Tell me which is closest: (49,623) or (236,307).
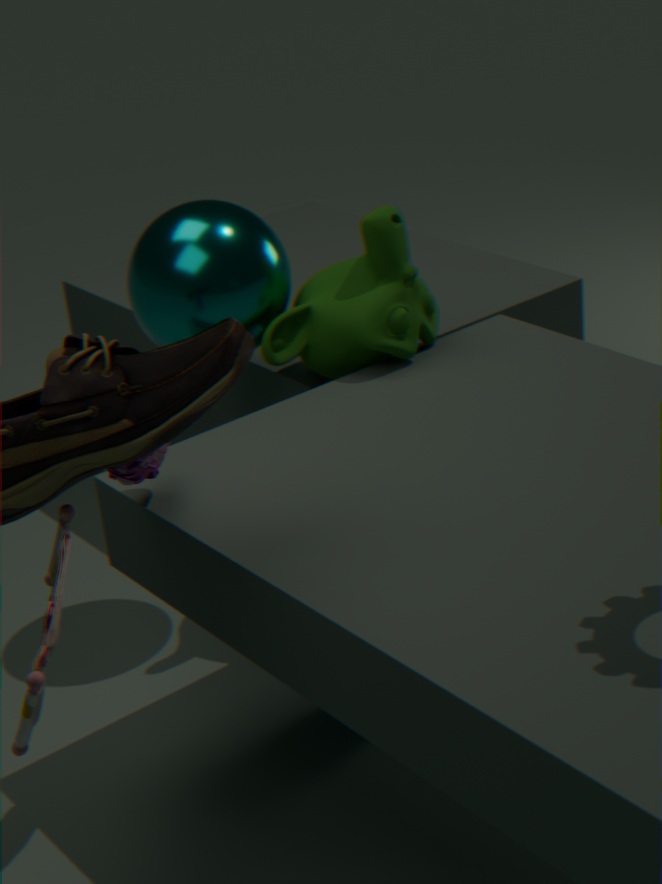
(49,623)
